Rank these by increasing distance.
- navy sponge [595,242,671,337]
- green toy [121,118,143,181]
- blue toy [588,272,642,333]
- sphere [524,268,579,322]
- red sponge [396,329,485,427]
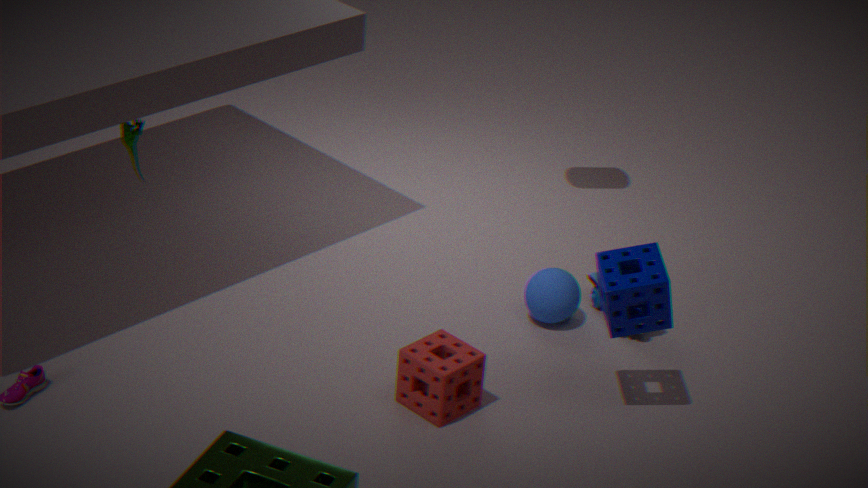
navy sponge [595,242,671,337], red sponge [396,329,485,427], green toy [121,118,143,181], sphere [524,268,579,322], blue toy [588,272,642,333]
